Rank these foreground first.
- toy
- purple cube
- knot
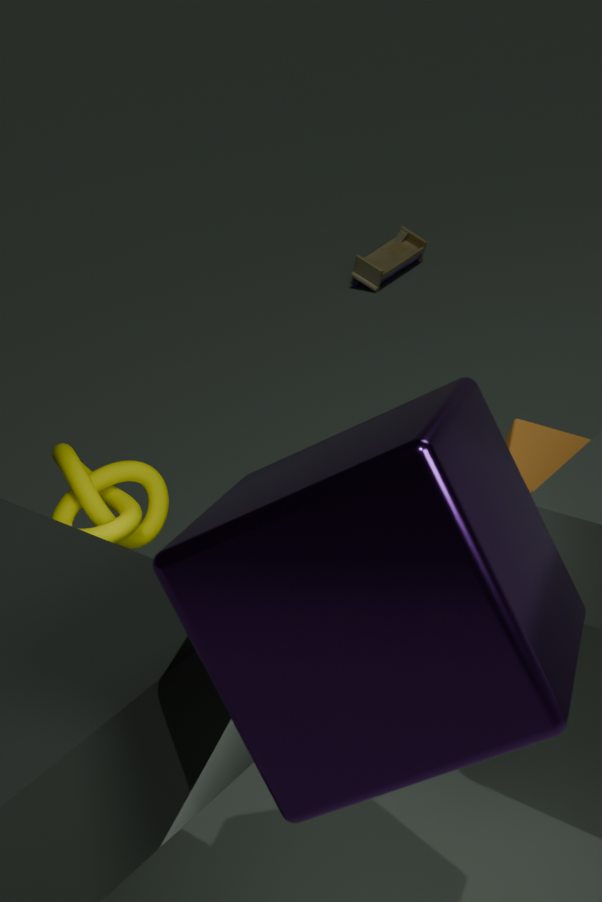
purple cube → knot → toy
